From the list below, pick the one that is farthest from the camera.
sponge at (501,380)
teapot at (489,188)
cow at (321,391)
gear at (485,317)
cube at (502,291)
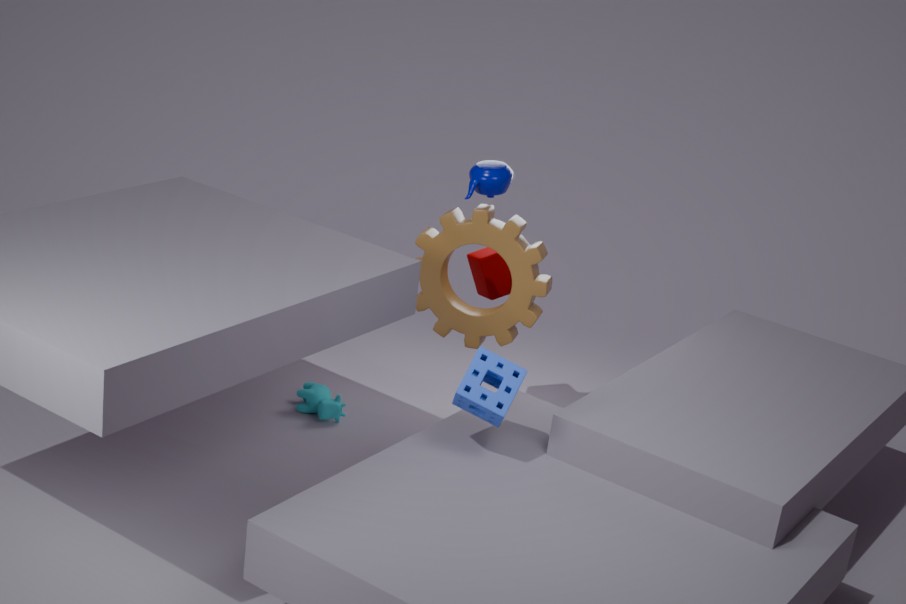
cow at (321,391)
